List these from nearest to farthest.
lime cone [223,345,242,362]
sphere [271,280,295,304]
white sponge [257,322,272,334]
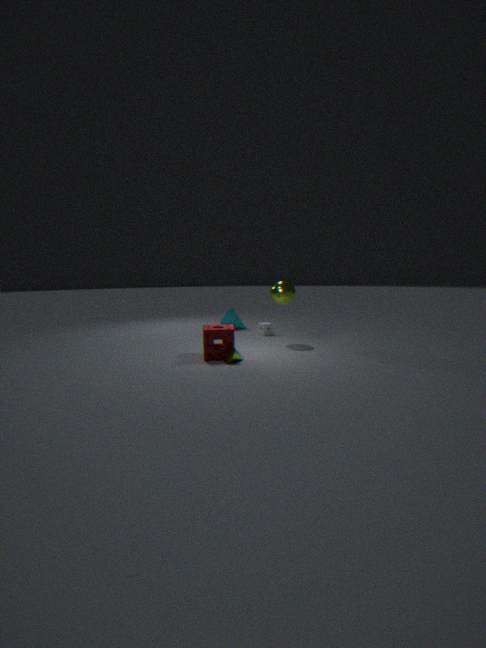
lime cone [223,345,242,362] → sphere [271,280,295,304] → white sponge [257,322,272,334]
